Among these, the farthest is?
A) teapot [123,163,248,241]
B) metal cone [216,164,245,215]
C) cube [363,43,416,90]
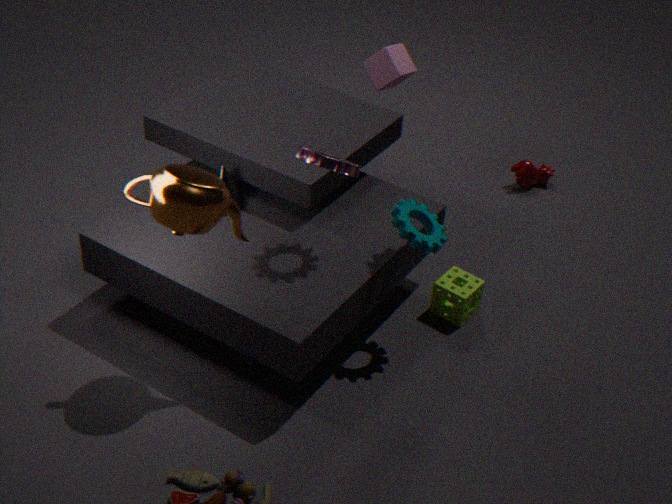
cube [363,43,416,90]
